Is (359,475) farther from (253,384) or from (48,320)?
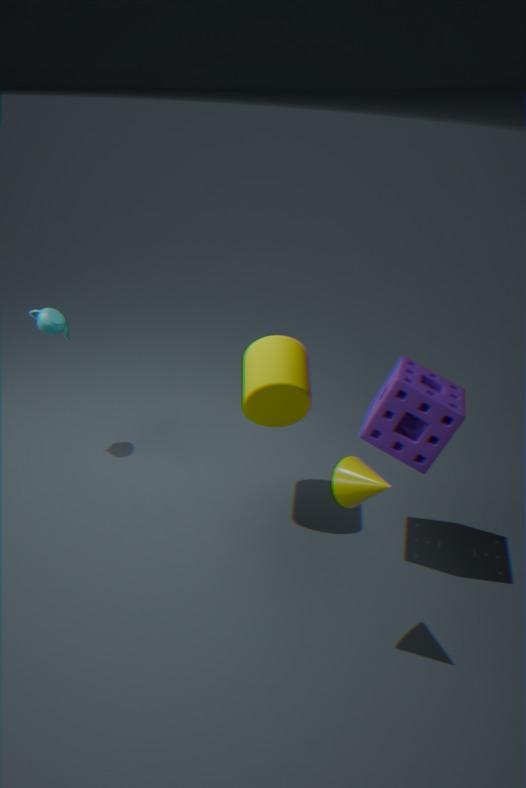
(48,320)
